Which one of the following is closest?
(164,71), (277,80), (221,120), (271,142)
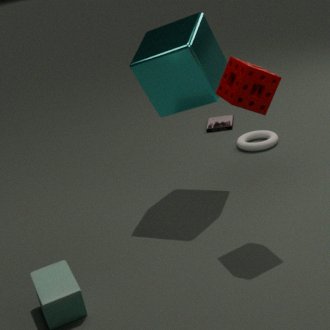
(277,80)
